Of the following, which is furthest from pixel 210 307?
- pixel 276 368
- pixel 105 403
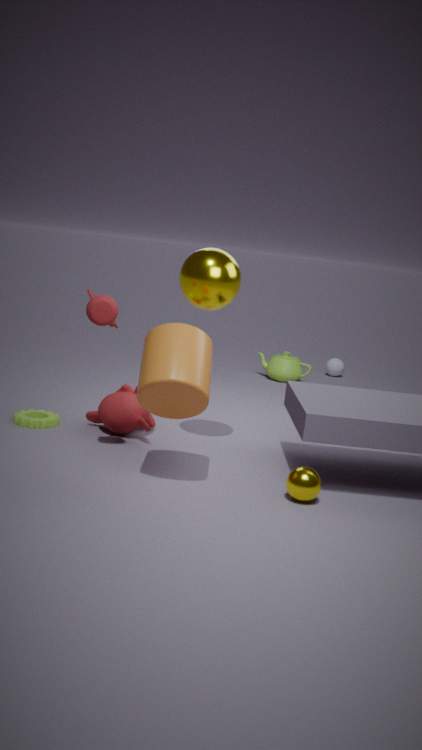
pixel 276 368
